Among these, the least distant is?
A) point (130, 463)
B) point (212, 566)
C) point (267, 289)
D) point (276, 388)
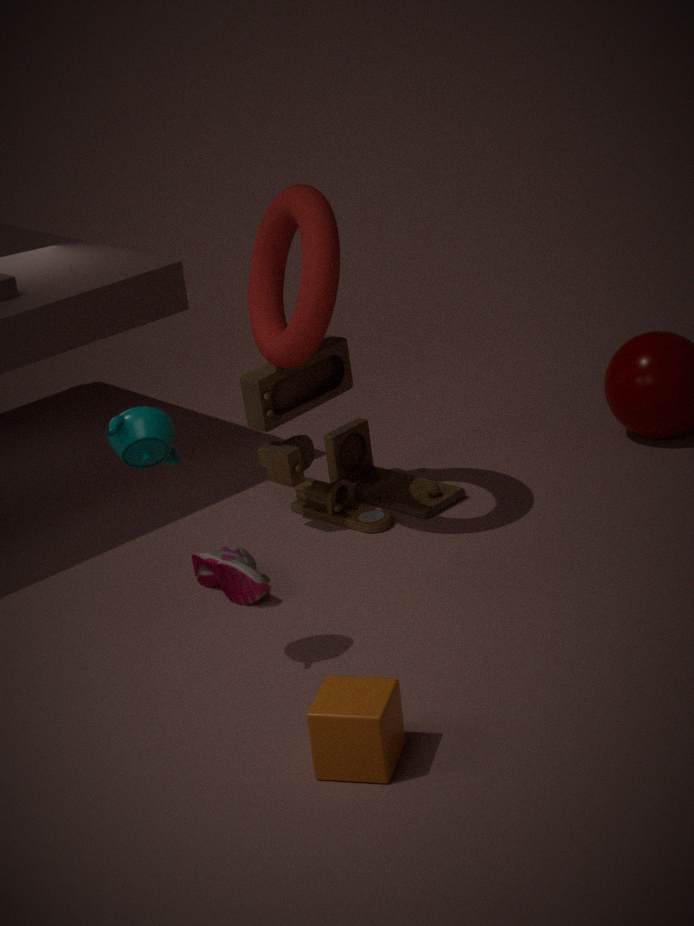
point (130, 463)
